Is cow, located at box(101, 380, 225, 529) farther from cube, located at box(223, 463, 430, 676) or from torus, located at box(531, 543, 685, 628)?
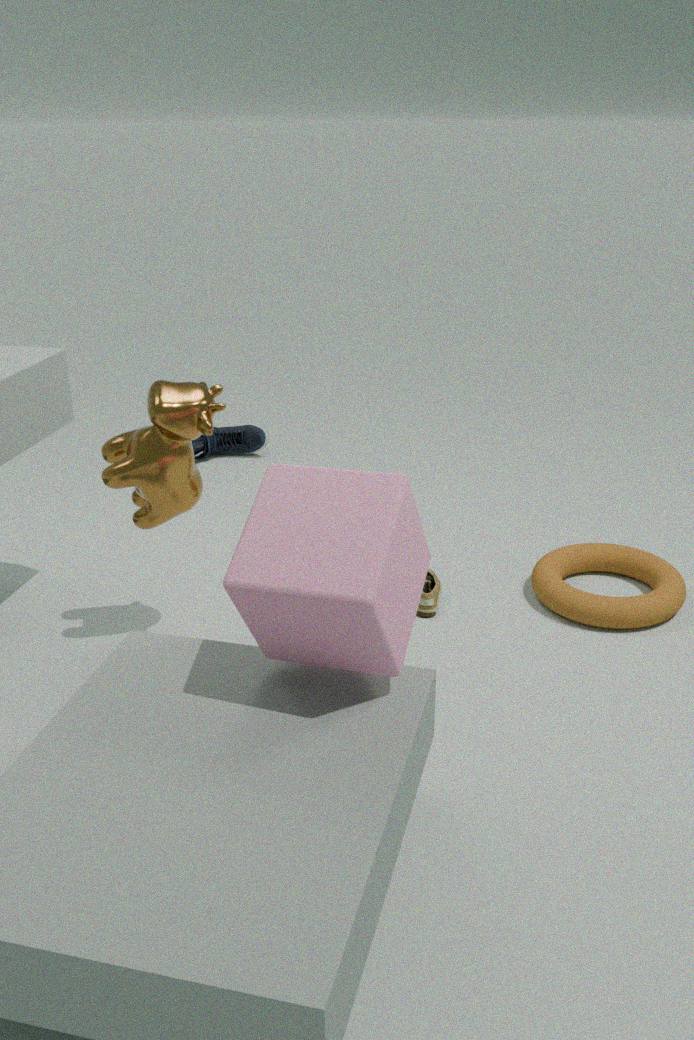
torus, located at box(531, 543, 685, 628)
